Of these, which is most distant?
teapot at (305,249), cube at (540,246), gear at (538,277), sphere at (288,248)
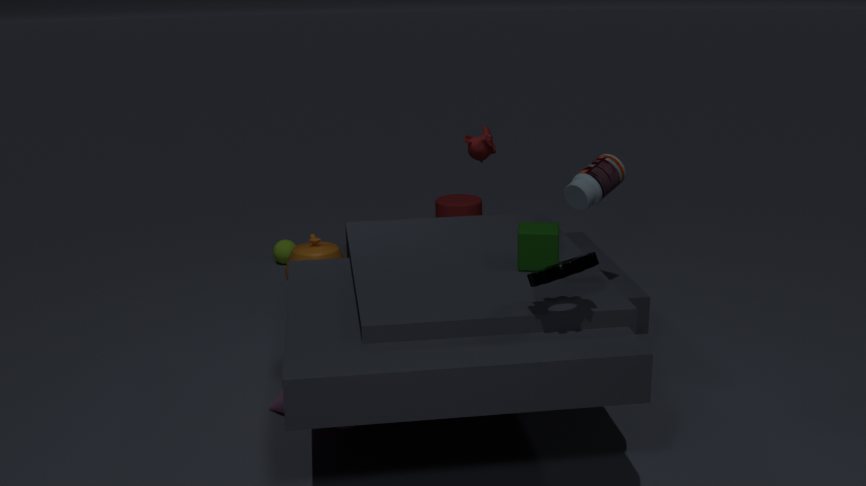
sphere at (288,248)
